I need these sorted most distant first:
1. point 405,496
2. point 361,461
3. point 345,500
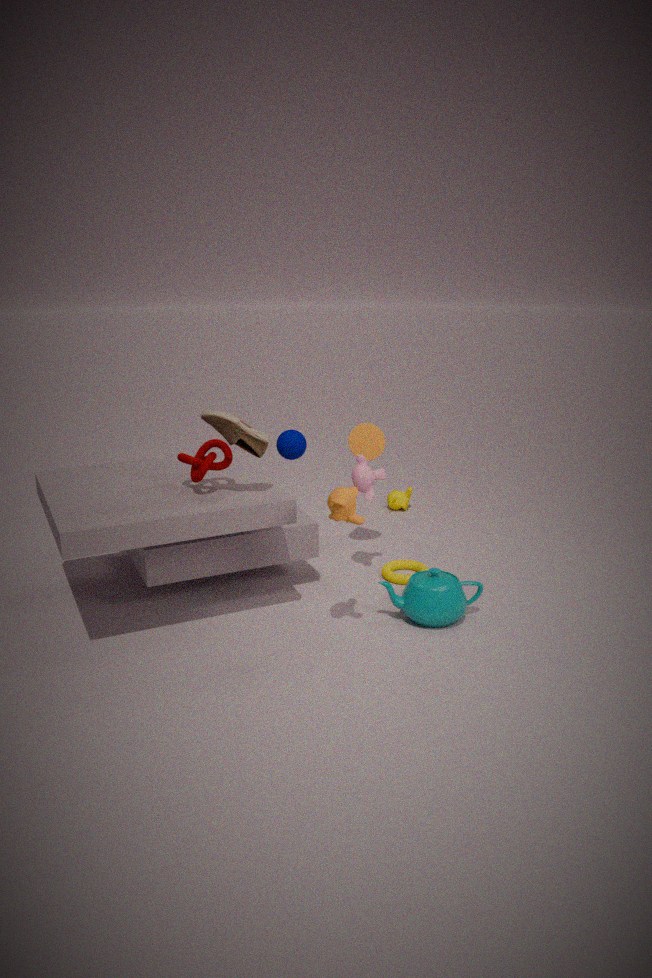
point 405,496, point 361,461, point 345,500
